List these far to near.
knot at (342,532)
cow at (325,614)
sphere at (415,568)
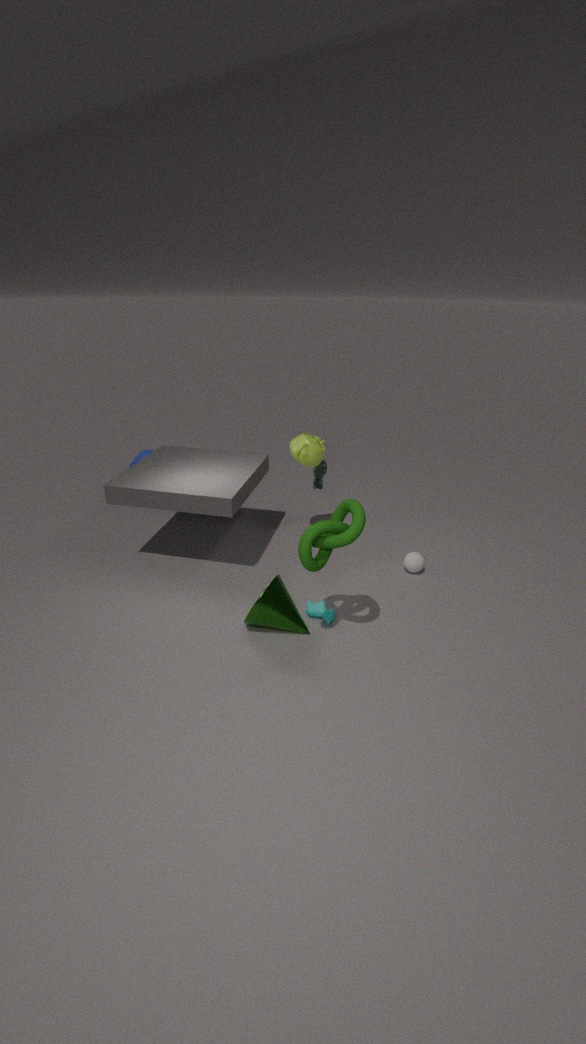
sphere at (415,568) < cow at (325,614) < knot at (342,532)
